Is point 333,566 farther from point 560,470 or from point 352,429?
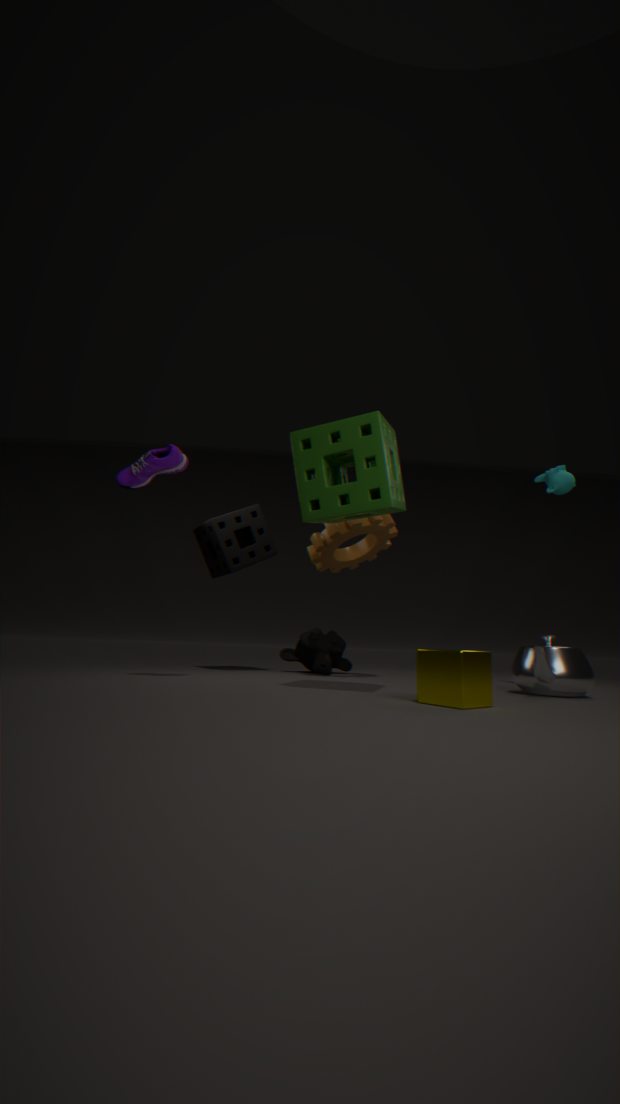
point 560,470
